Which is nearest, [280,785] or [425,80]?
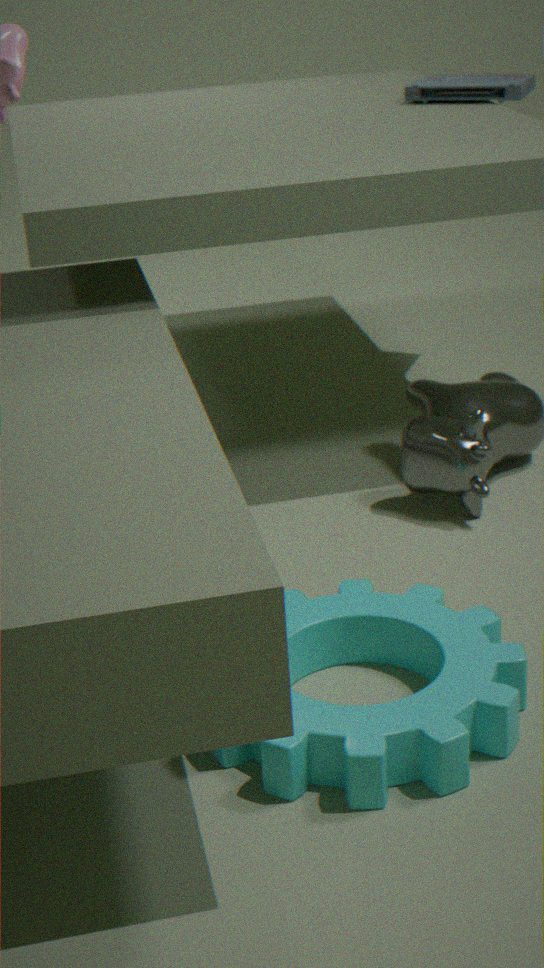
[280,785]
